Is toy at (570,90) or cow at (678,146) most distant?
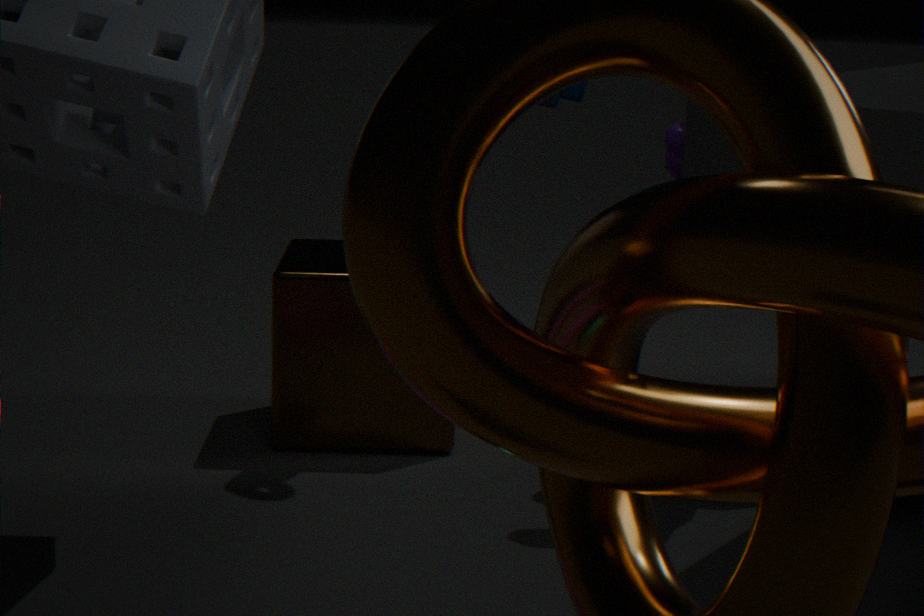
cow at (678,146)
